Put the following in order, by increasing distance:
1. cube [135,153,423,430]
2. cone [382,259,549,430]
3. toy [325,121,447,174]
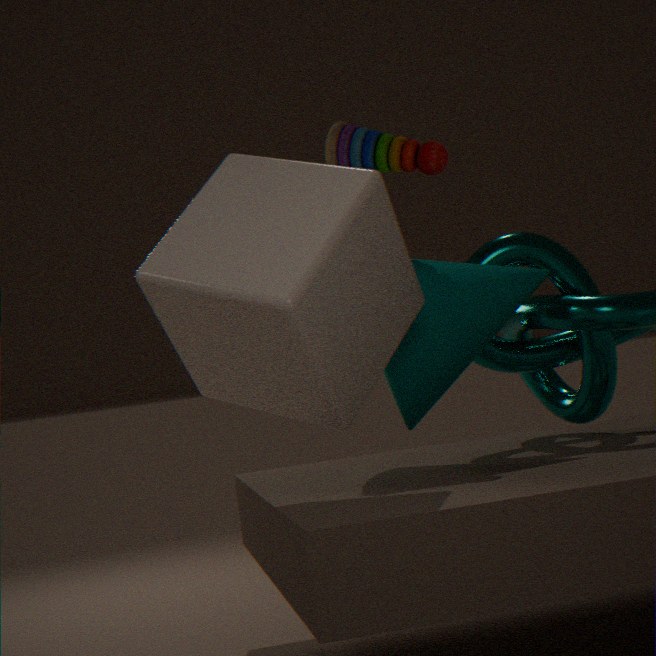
cube [135,153,423,430], cone [382,259,549,430], toy [325,121,447,174]
